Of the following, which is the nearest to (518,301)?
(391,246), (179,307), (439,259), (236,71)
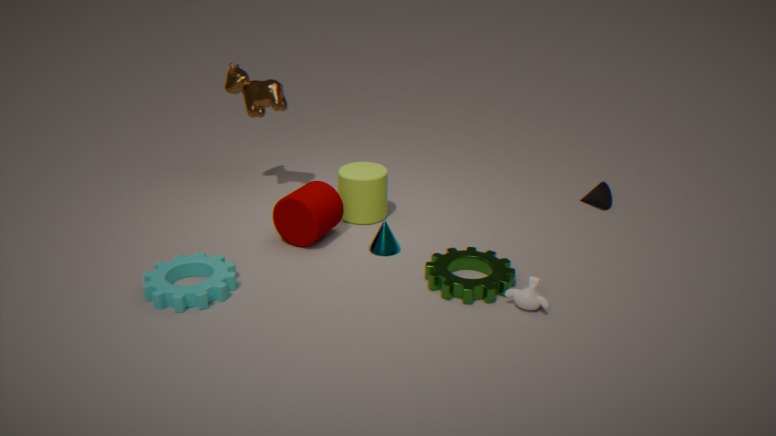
(439,259)
